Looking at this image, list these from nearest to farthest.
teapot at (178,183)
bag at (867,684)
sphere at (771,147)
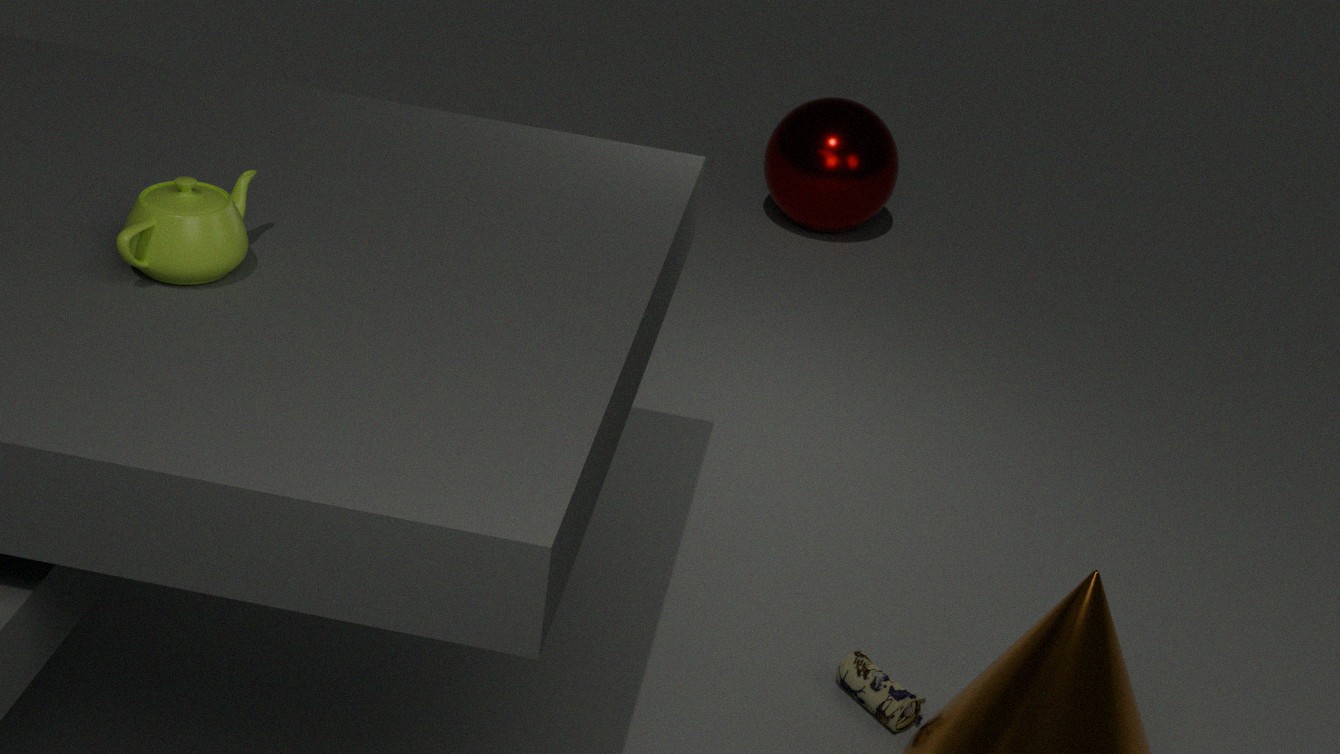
teapot at (178,183) → bag at (867,684) → sphere at (771,147)
